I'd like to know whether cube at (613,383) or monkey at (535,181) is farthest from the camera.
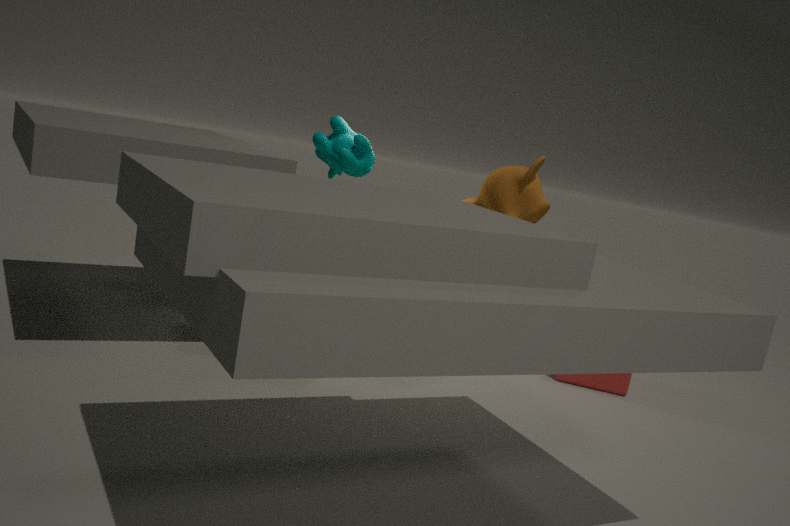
cube at (613,383)
